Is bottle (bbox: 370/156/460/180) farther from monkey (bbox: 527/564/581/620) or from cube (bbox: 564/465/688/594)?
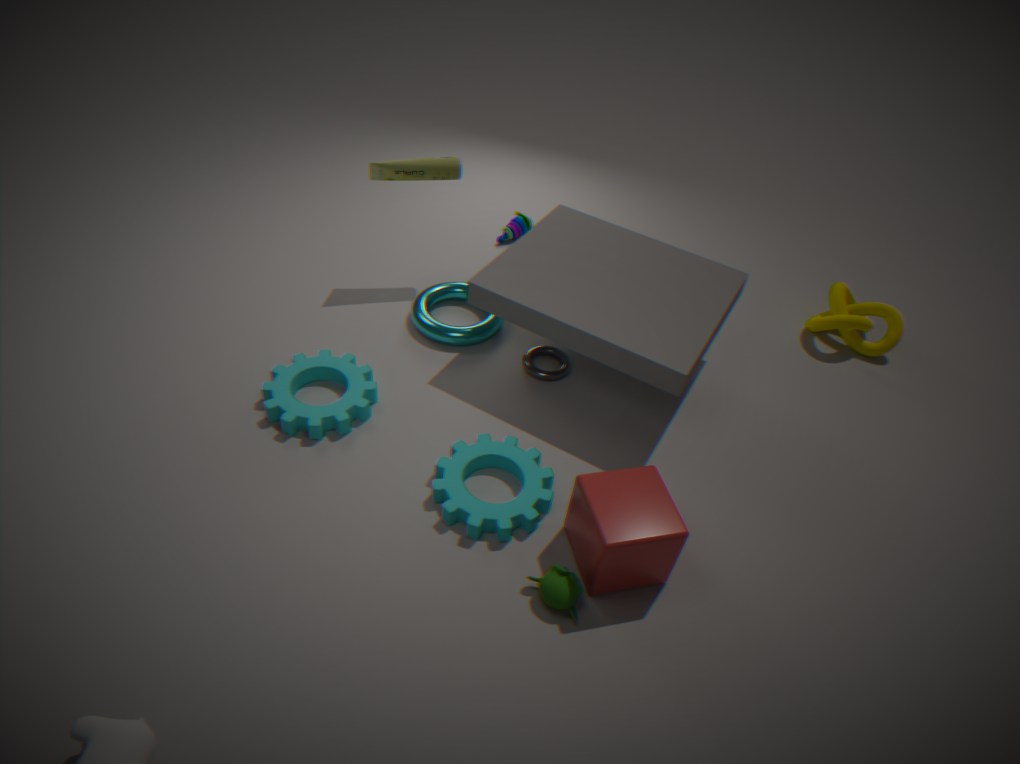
monkey (bbox: 527/564/581/620)
